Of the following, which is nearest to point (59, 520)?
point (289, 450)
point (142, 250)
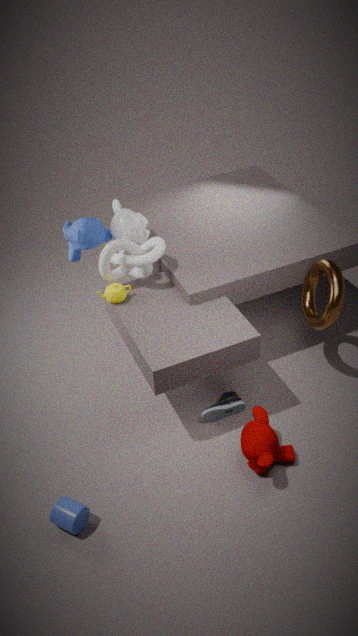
point (289, 450)
